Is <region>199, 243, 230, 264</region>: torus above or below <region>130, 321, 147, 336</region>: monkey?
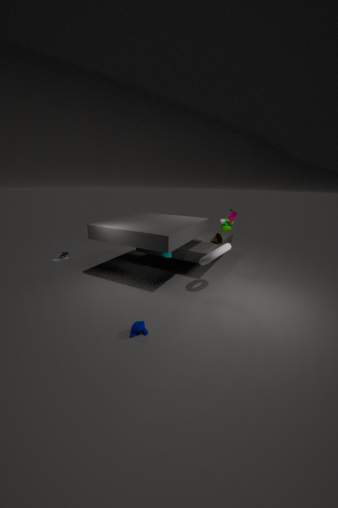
above
